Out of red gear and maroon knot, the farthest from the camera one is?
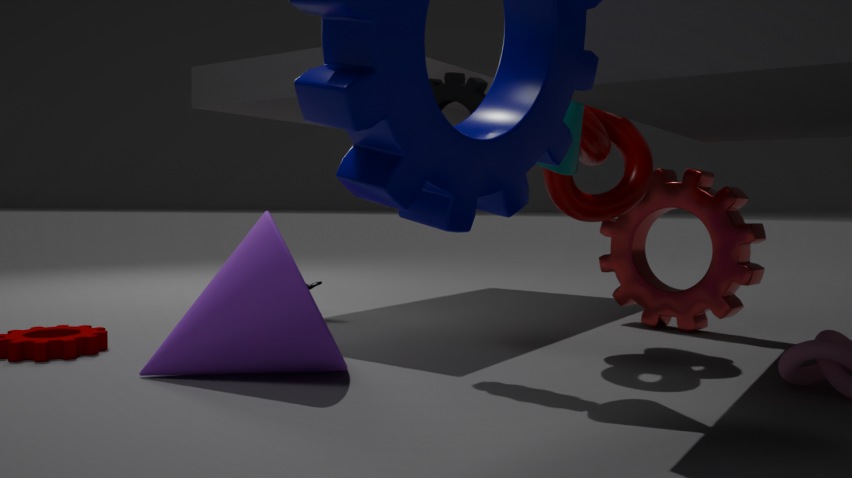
red gear
